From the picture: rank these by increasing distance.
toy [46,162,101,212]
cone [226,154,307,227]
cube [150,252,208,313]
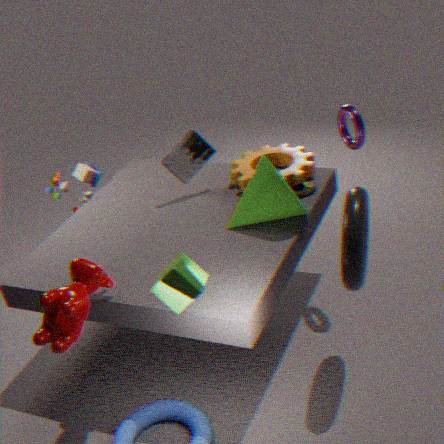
cube [150,252,208,313]
cone [226,154,307,227]
toy [46,162,101,212]
